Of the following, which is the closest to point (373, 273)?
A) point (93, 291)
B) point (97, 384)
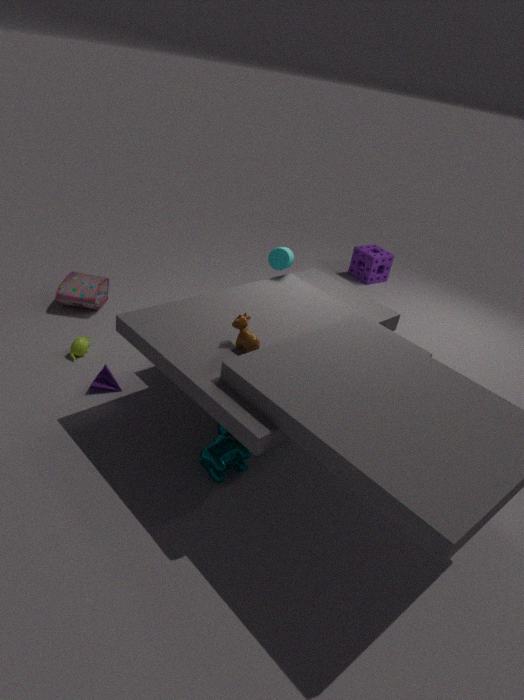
point (93, 291)
